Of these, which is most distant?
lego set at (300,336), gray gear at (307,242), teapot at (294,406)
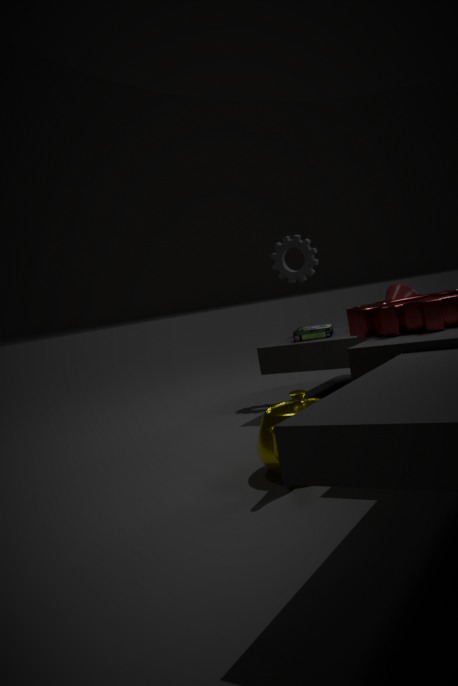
gray gear at (307,242)
